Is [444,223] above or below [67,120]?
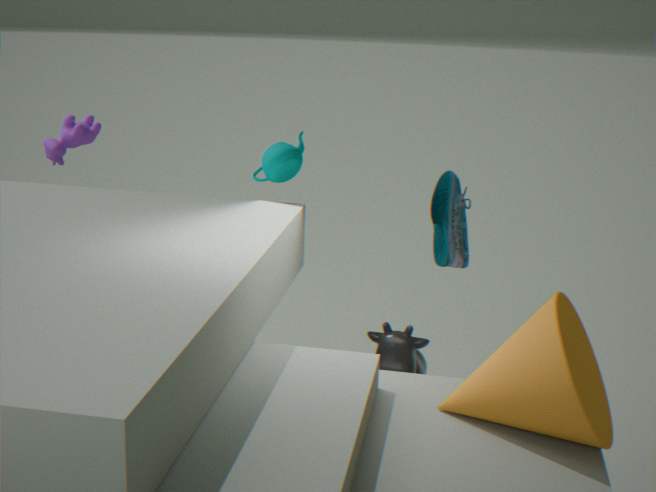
below
